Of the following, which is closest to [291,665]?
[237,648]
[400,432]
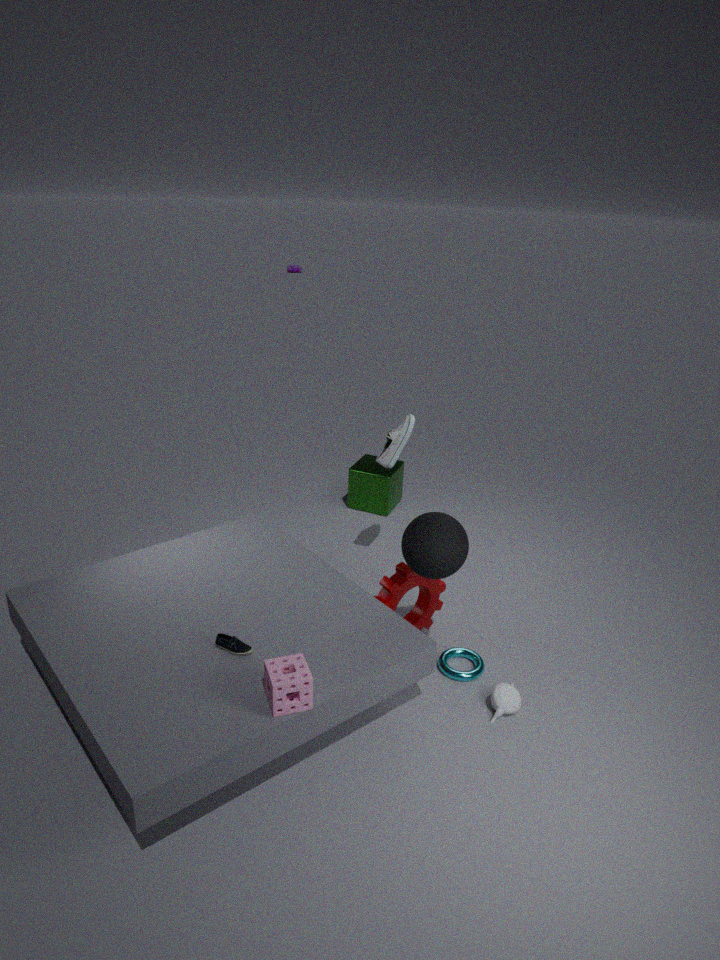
[237,648]
